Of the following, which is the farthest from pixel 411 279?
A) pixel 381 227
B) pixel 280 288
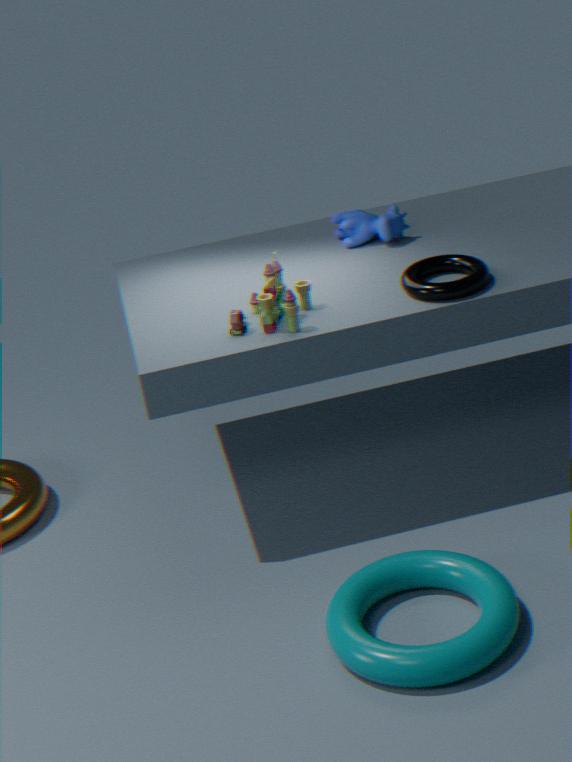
pixel 280 288
